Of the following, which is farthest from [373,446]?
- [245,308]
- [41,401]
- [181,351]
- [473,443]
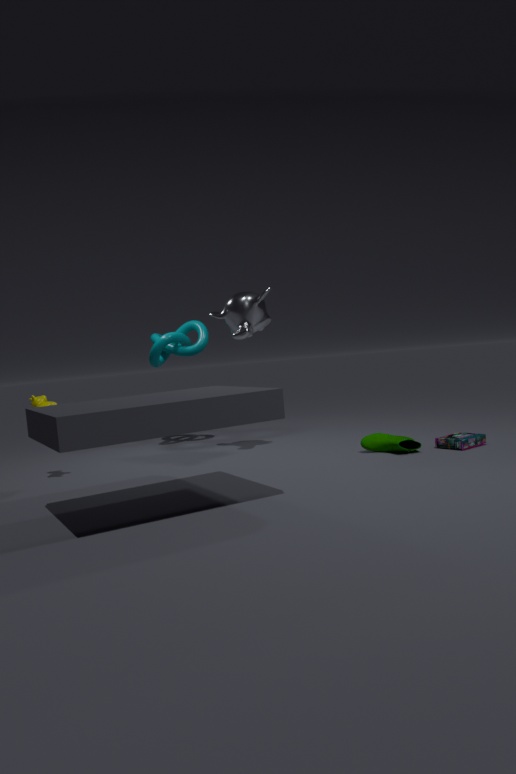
[41,401]
